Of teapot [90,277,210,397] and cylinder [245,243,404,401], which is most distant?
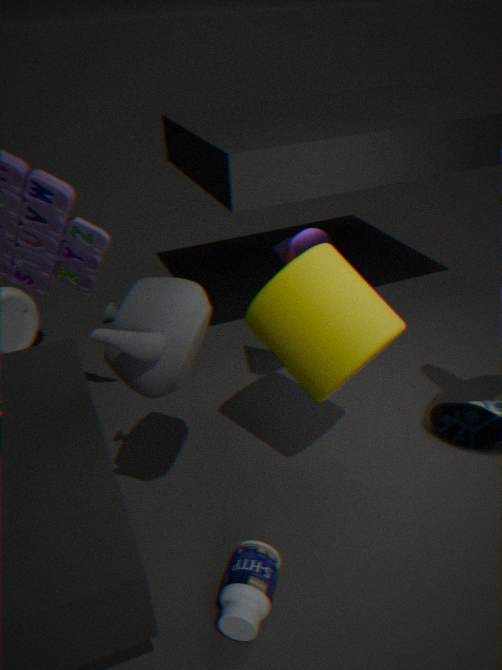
cylinder [245,243,404,401]
